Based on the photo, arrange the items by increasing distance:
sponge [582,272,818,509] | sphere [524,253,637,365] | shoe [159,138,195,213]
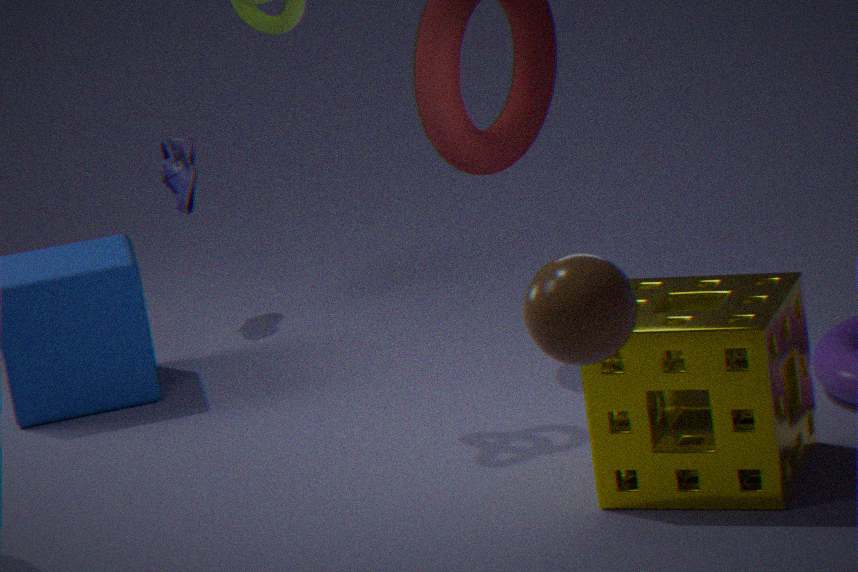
sphere [524,253,637,365]
sponge [582,272,818,509]
shoe [159,138,195,213]
